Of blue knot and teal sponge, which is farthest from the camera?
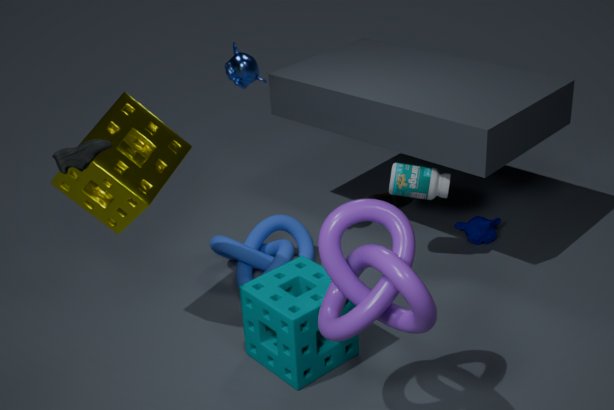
blue knot
